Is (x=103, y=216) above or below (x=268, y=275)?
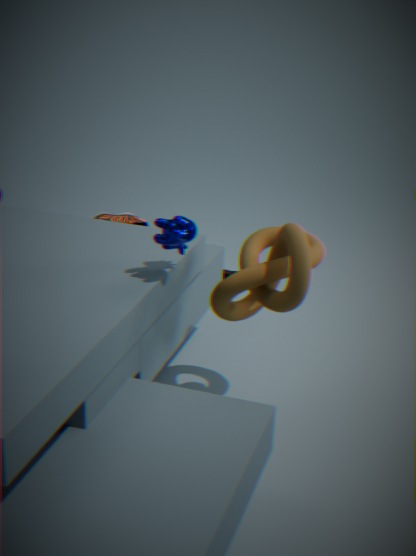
below
